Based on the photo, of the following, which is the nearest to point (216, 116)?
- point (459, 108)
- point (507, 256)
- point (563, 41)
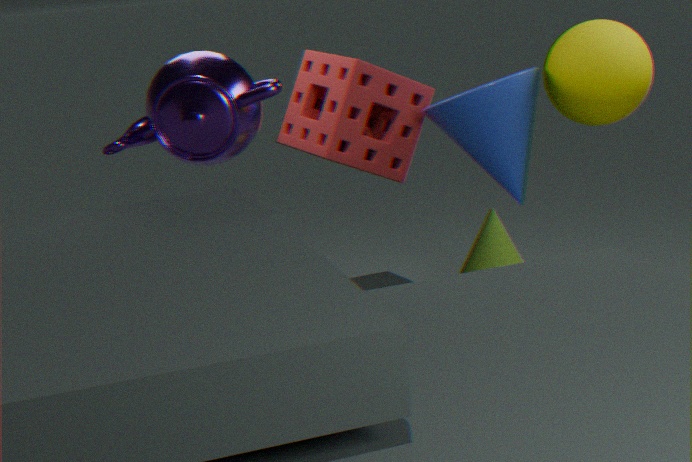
point (459, 108)
